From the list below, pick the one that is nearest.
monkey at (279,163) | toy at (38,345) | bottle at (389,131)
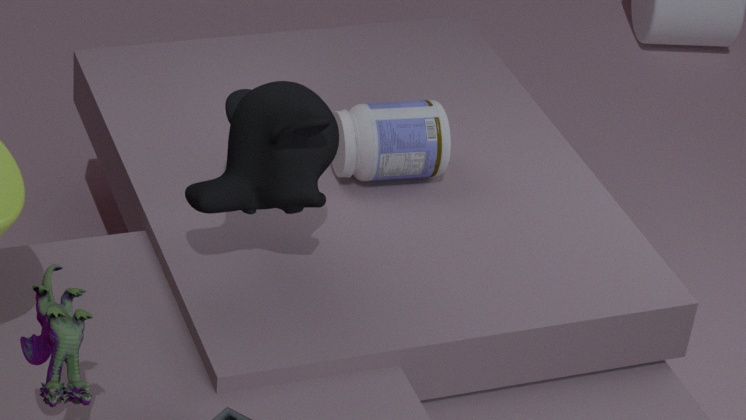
toy at (38,345)
